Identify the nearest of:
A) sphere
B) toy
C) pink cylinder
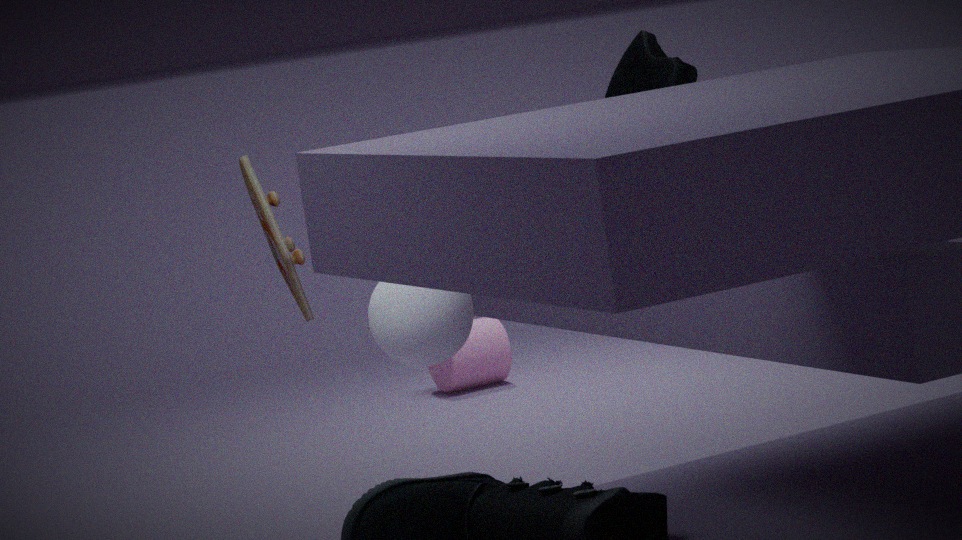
sphere
